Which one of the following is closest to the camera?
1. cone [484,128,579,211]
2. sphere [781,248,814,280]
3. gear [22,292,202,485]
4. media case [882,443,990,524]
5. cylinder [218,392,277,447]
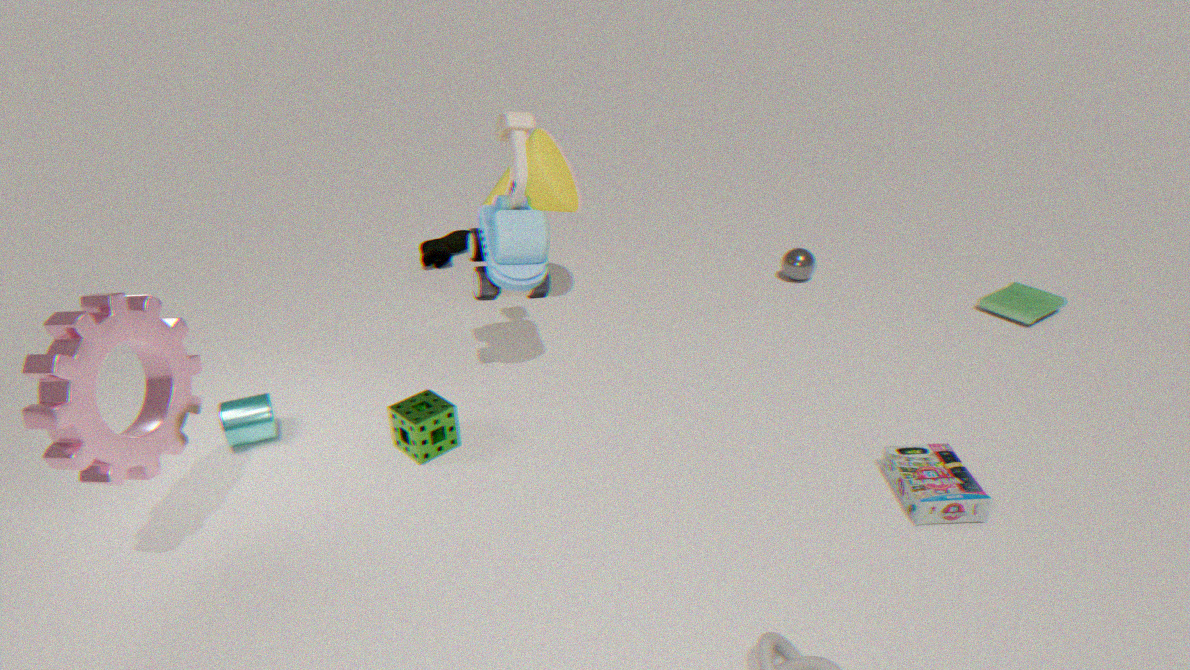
gear [22,292,202,485]
